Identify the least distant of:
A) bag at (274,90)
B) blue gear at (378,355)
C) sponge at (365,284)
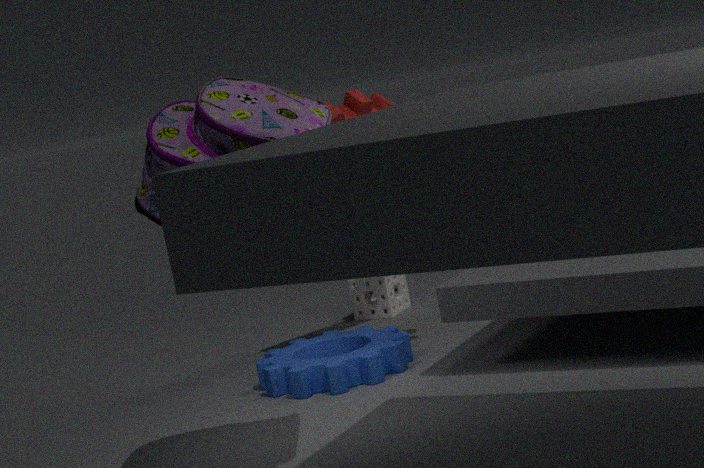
bag at (274,90)
